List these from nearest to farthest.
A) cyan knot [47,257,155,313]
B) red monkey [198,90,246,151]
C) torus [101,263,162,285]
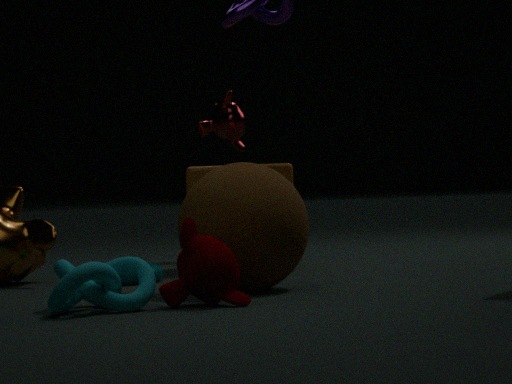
cyan knot [47,257,155,313] < torus [101,263,162,285] < red monkey [198,90,246,151]
